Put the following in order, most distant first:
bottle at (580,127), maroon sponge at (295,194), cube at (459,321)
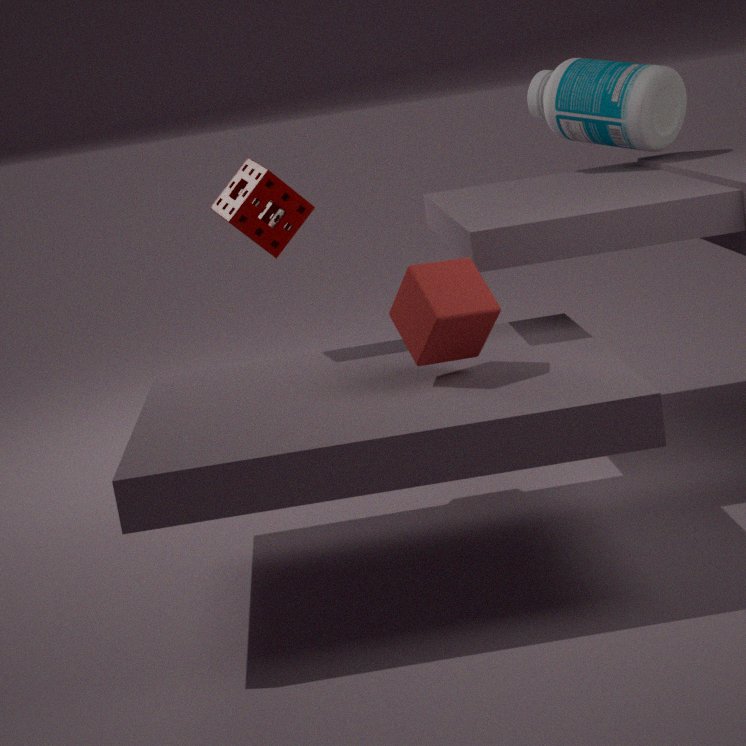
1. bottle at (580,127)
2. maroon sponge at (295,194)
3. cube at (459,321)
